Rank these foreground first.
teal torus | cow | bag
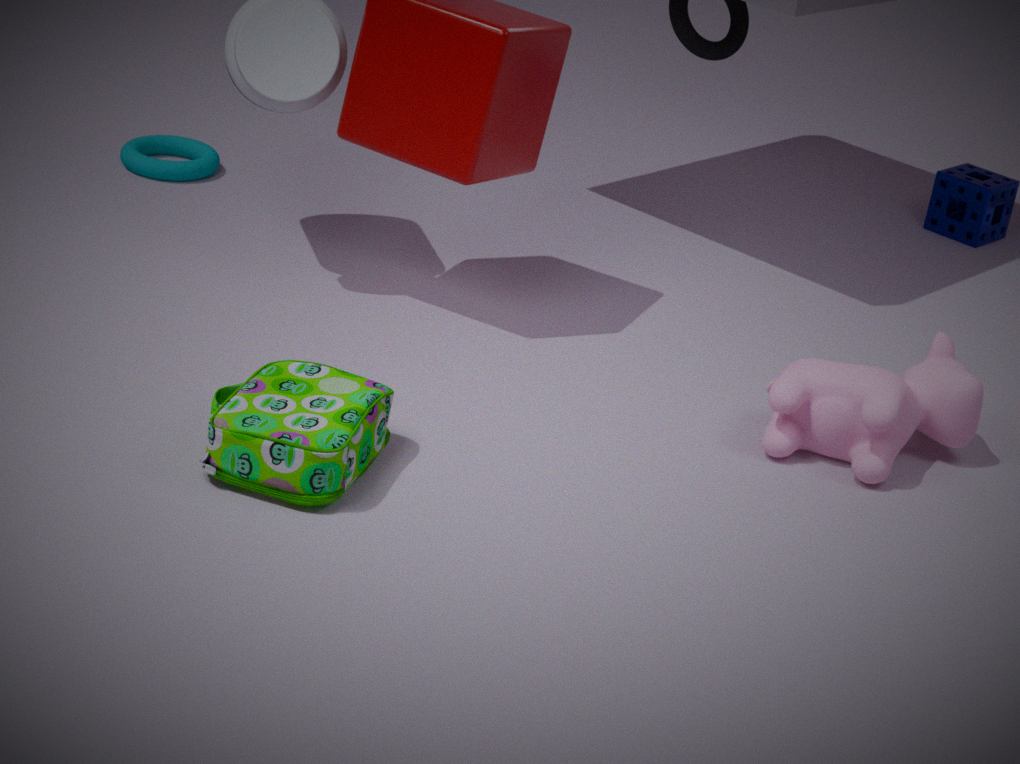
bag, cow, teal torus
